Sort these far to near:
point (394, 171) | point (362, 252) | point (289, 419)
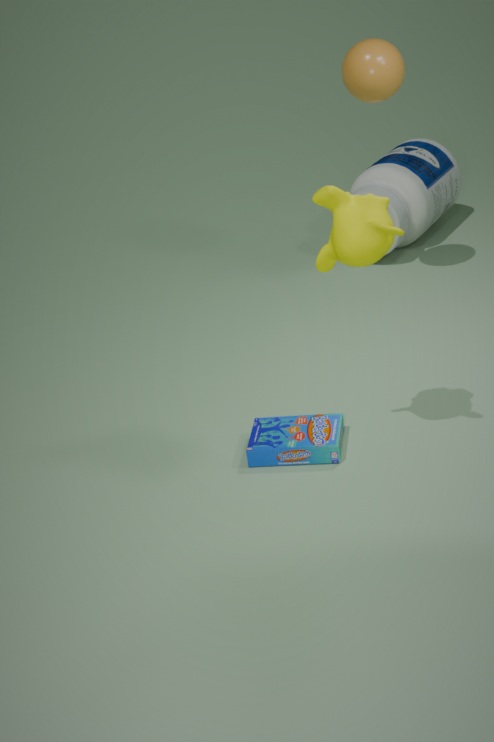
1. point (394, 171)
2. point (289, 419)
3. point (362, 252)
